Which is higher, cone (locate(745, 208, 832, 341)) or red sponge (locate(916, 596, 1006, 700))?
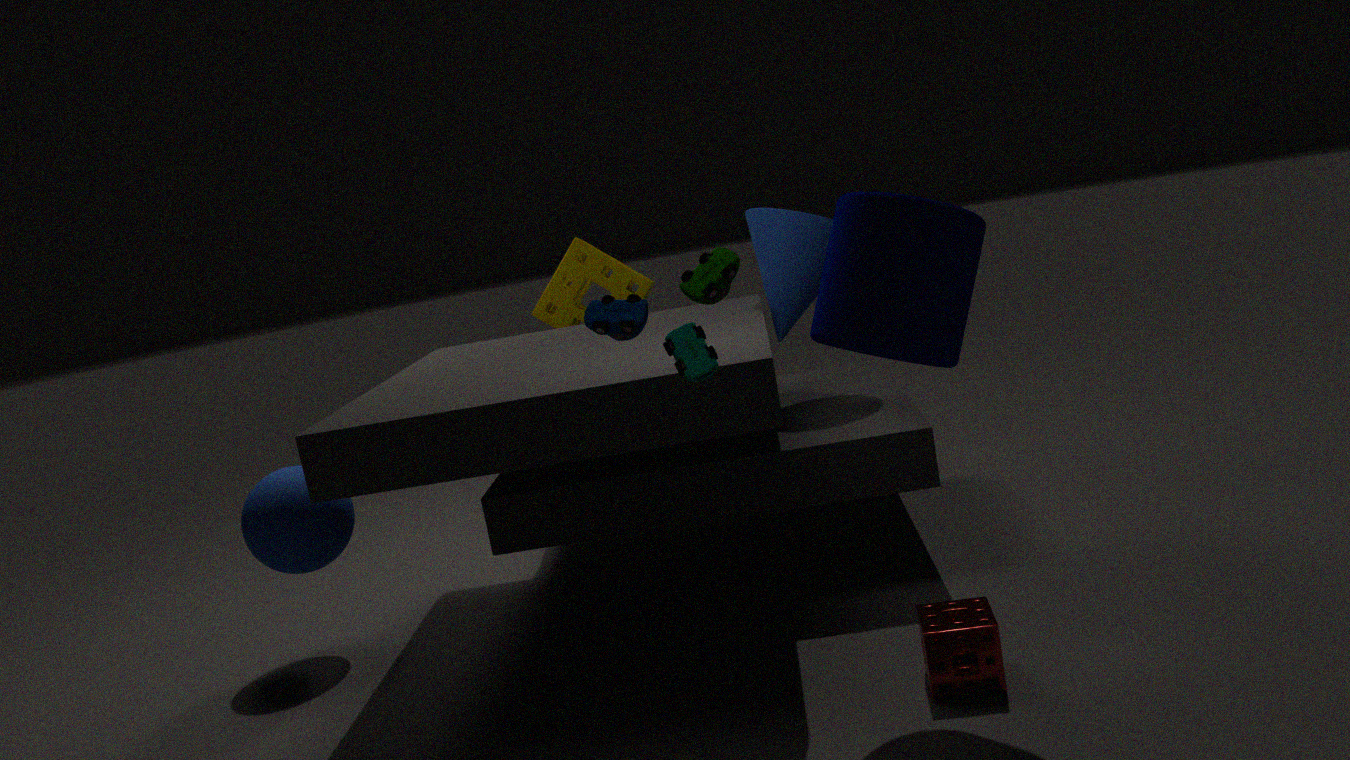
cone (locate(745, 208, 832, 341))
